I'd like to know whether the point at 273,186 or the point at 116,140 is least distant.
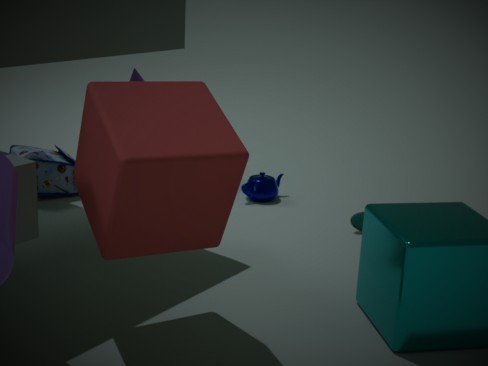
the point at 116,140
